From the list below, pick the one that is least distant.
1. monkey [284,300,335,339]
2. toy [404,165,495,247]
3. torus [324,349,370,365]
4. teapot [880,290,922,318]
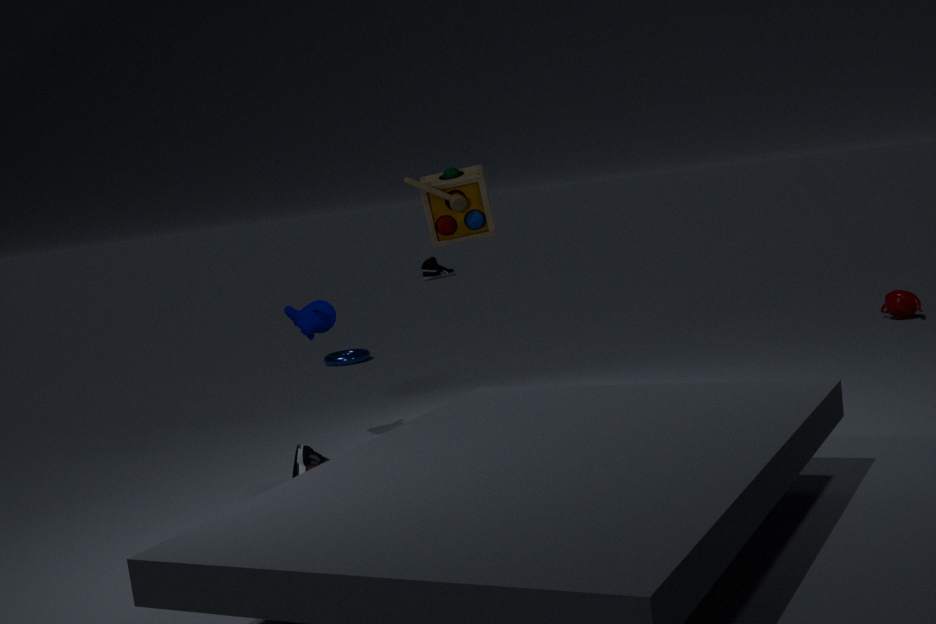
toy [404,165,495,247]
